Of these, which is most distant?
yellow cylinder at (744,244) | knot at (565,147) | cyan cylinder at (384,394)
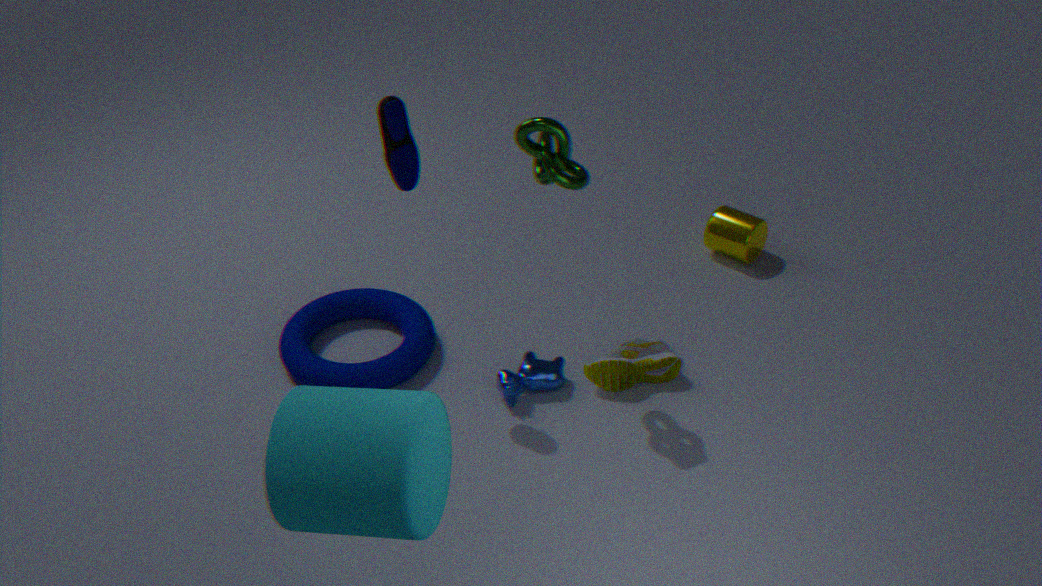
yellow cylinder at (744,244)
